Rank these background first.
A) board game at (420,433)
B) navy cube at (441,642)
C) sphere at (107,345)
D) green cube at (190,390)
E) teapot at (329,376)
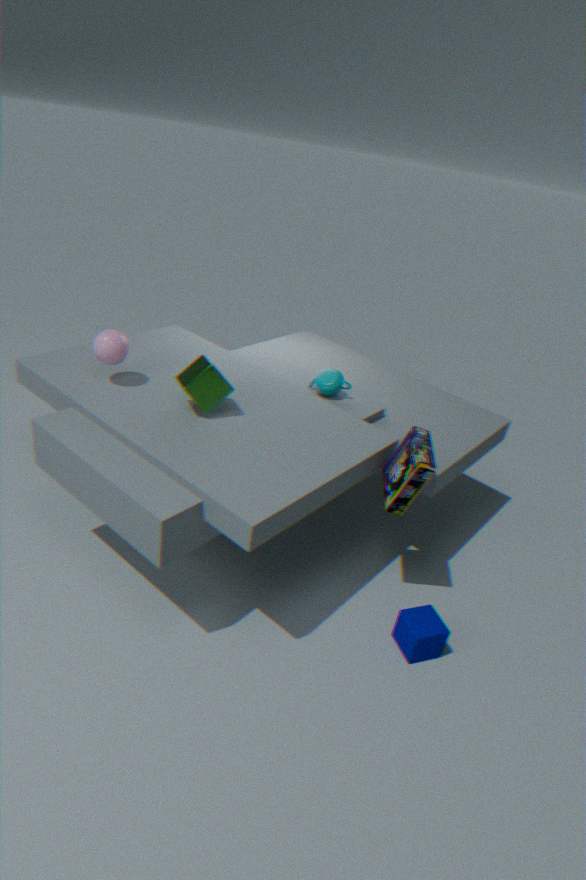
teapot at (329,376) → sphere at (107,345) → green cube at (190,390) → navy cube at (441,642) → board game at (420,433)
